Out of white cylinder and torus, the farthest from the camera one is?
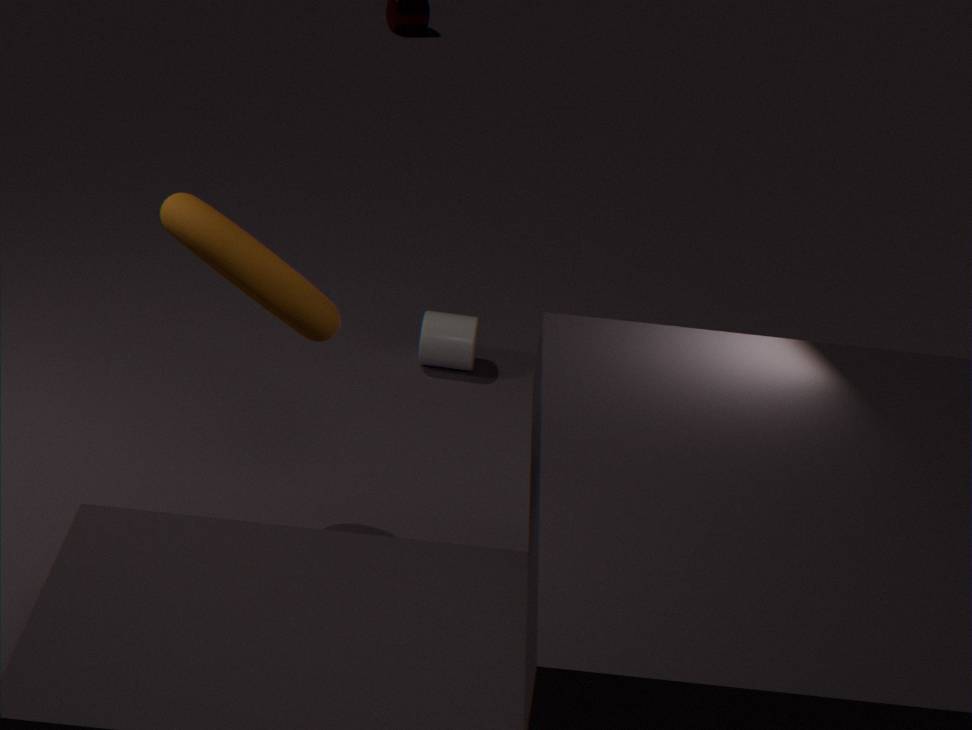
white cylinder
